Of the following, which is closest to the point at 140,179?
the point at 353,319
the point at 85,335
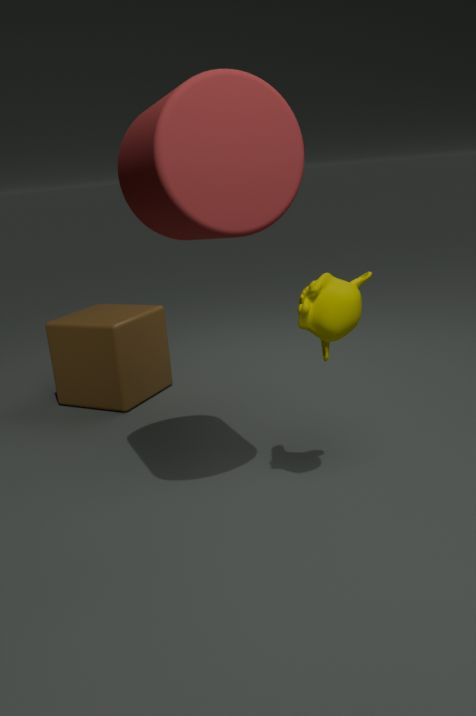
the point at 353,319
